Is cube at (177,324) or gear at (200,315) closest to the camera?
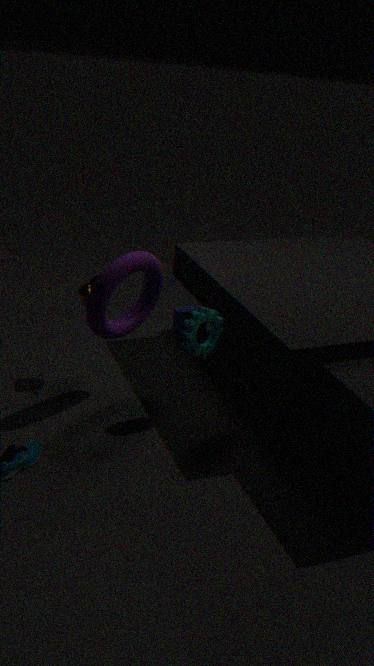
gear at (200,315)
